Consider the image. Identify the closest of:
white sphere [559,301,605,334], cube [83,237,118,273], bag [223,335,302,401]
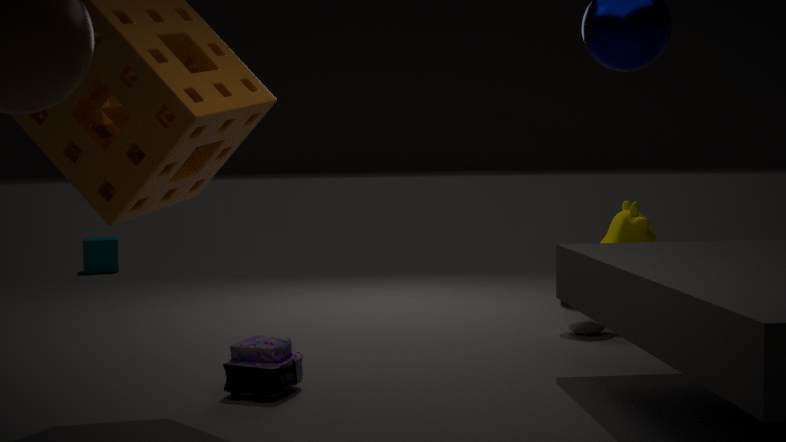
bag [223,335,302,401]
